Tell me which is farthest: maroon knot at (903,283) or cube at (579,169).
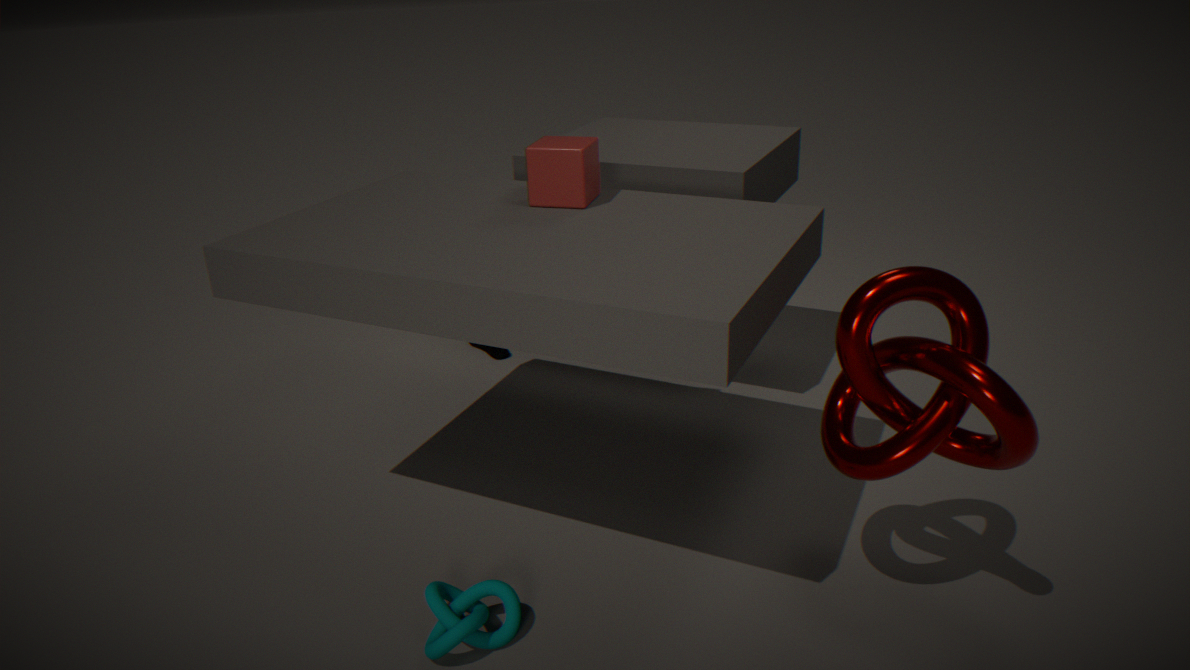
cube at (579,169)
